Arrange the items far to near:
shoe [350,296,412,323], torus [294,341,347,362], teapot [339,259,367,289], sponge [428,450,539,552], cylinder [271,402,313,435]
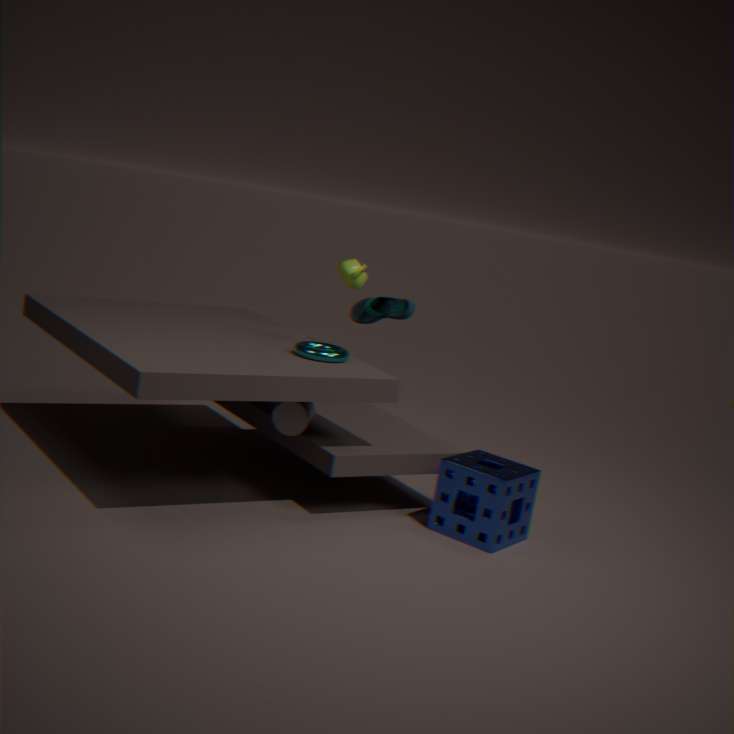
1. shoe [350,296,412,323]
2. teapot [339,259,367,289]
3. torus [294,341,347,362]
4. cylinder [271,402,313,435]
5. sponge [428,450,539,552]
